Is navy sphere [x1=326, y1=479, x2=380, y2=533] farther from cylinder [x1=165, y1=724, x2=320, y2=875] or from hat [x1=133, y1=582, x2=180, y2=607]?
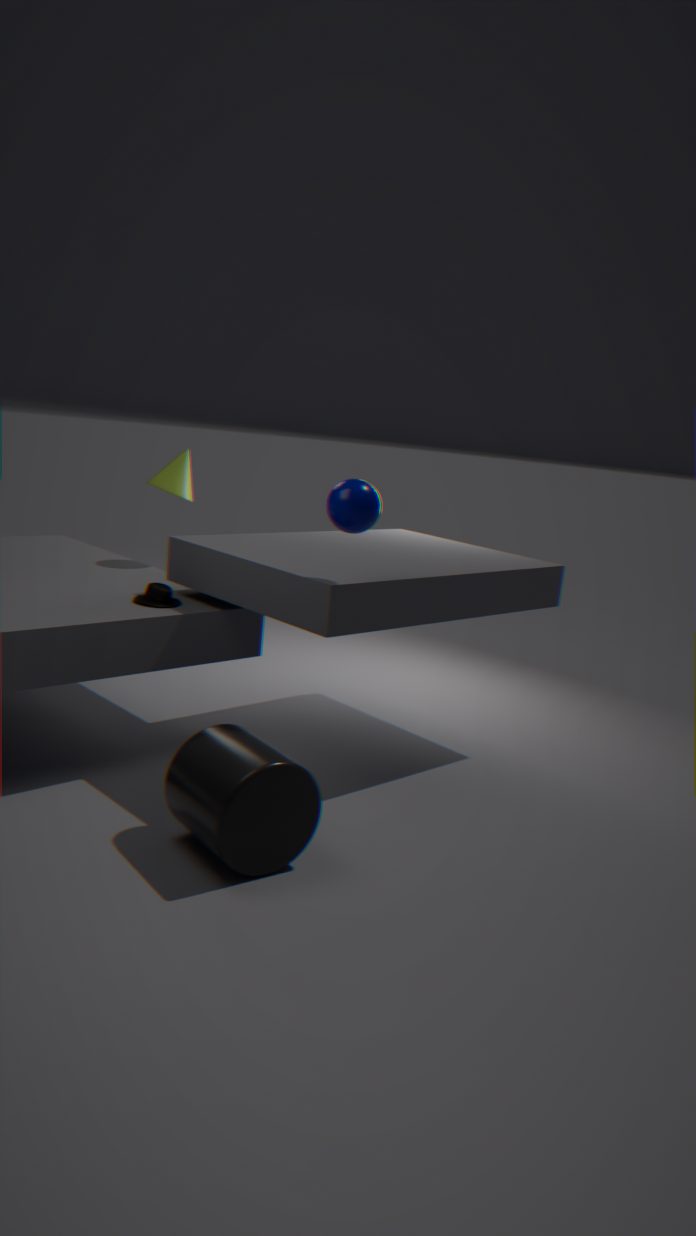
hat [x1=133, y1=582, x2=180, y2=607]
